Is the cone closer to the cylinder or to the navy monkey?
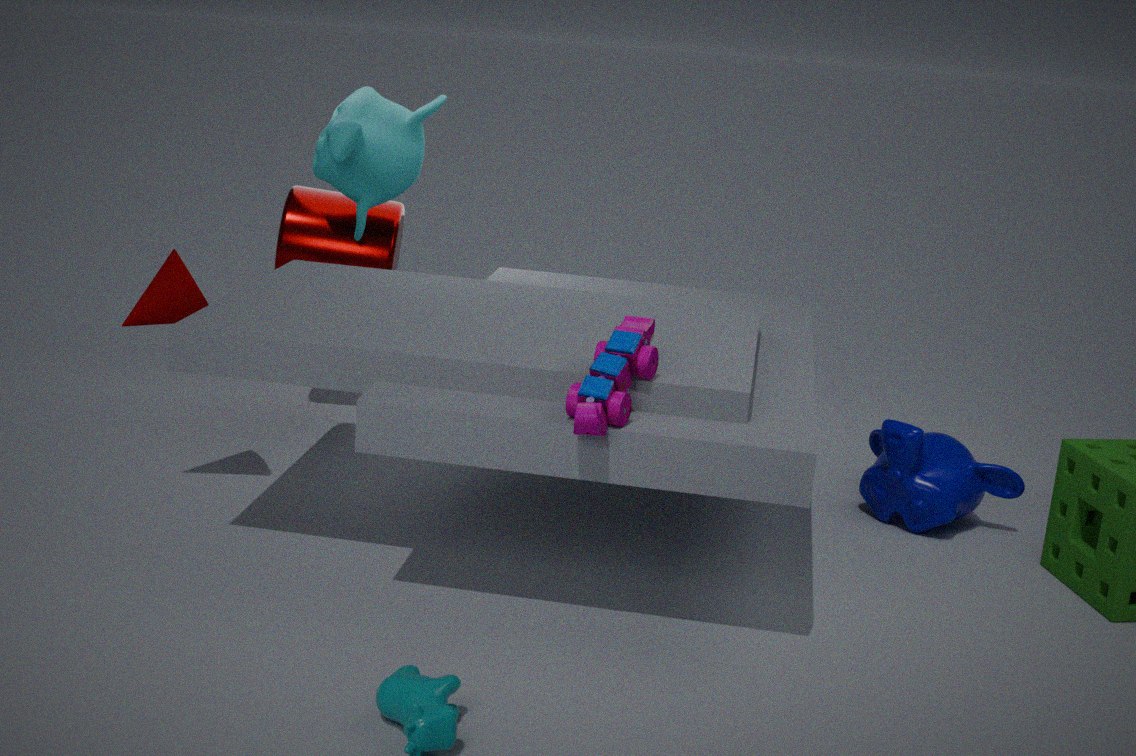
the cylinder
